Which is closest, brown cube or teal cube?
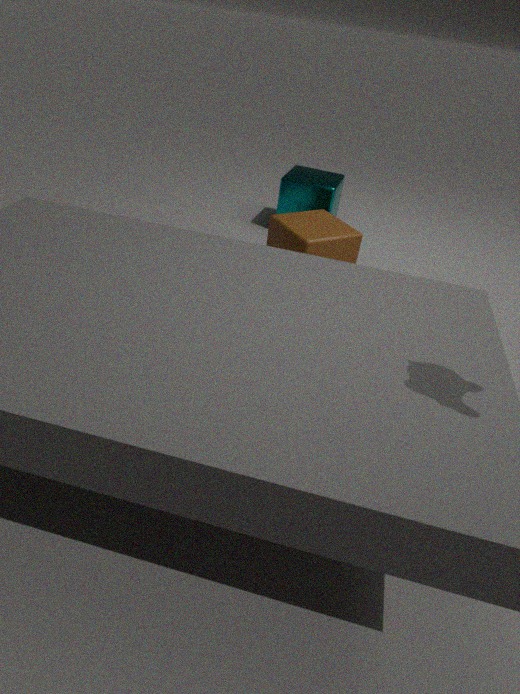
brown cube
